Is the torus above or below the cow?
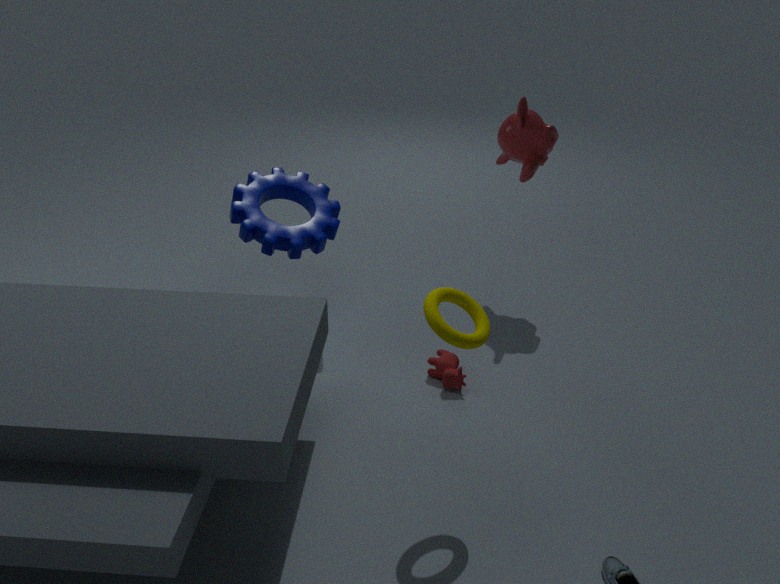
above
